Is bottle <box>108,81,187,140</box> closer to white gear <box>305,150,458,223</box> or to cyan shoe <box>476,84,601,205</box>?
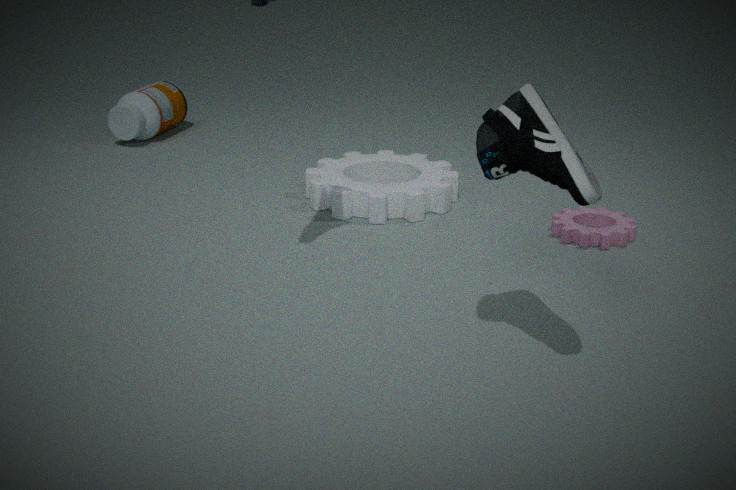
white gear <box>305,150,458,223</box>
